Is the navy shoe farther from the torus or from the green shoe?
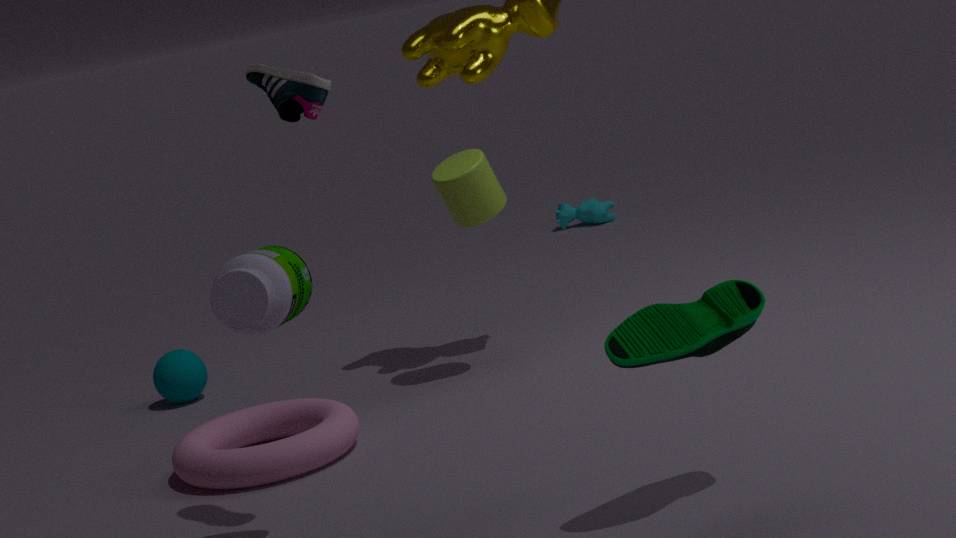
the torus
